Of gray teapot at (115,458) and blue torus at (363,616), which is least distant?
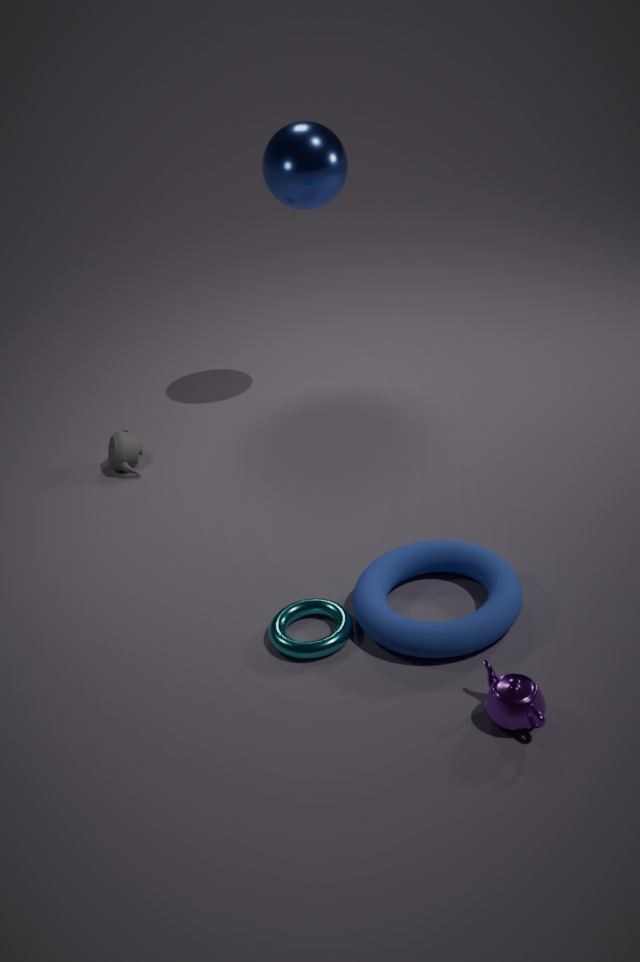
blue torus at (363,616)
